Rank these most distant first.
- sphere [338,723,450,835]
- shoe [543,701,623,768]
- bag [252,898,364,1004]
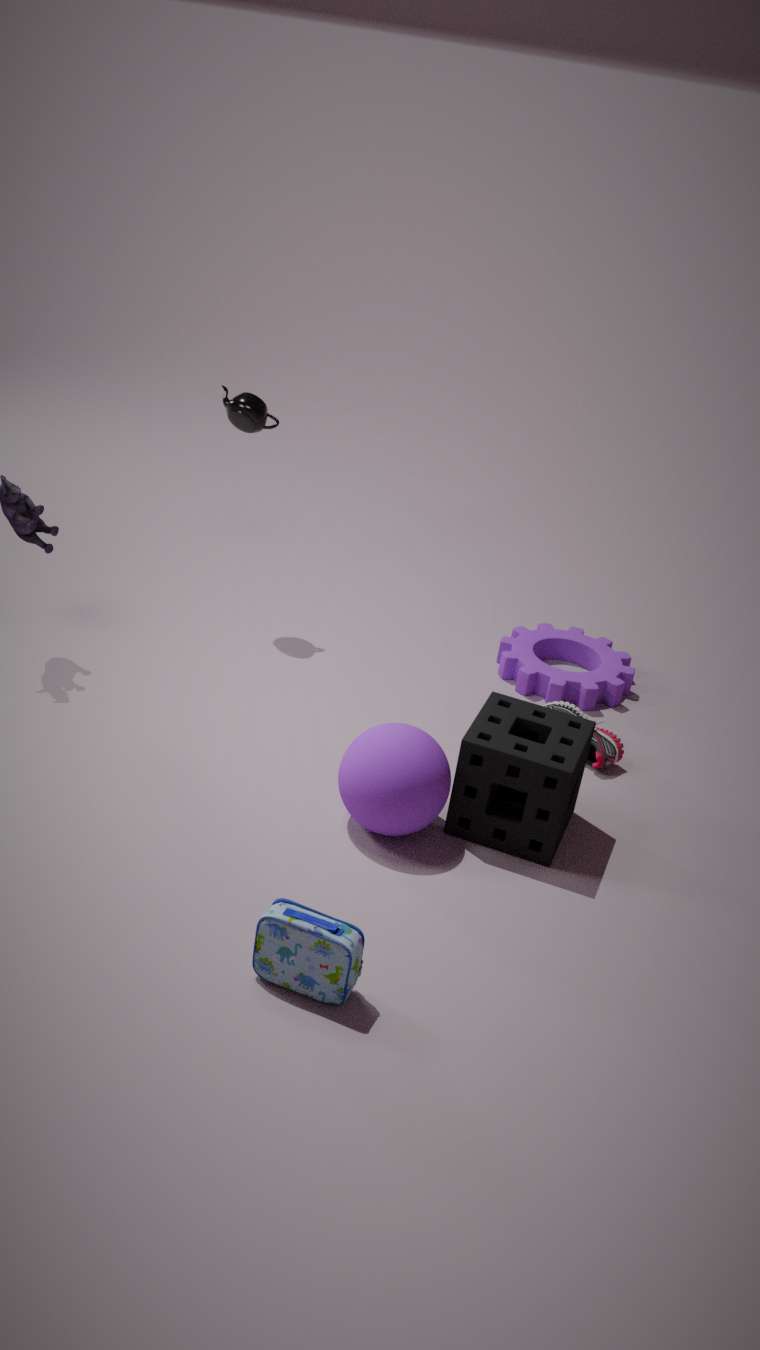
shoe [543,701,623,768] < sphere [338,723,450,835] < bag [252,898,364,1004]
